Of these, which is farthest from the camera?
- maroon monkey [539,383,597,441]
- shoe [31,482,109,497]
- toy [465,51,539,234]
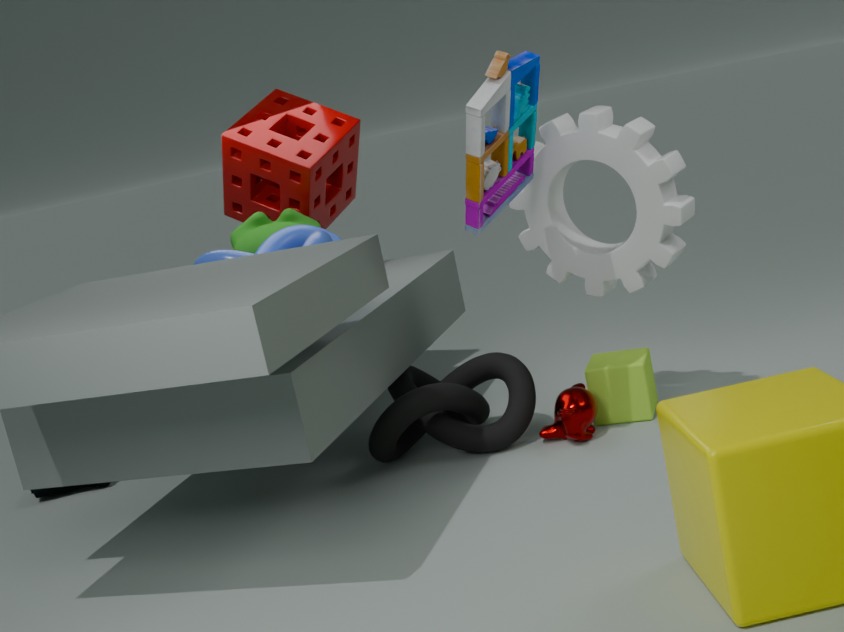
shoe [31,482,109,497]
